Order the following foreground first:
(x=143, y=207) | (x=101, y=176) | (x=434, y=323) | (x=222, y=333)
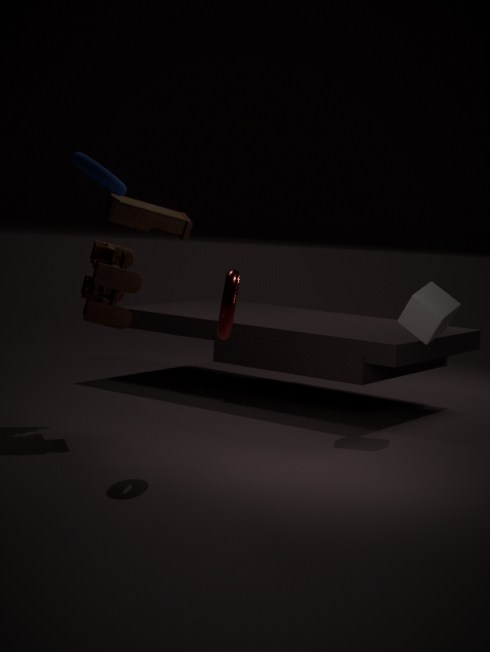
1. (x=222, y=333)
2. (x=101, y=176)
3. (x=143, y=207)
4. (x=434, y=323)
